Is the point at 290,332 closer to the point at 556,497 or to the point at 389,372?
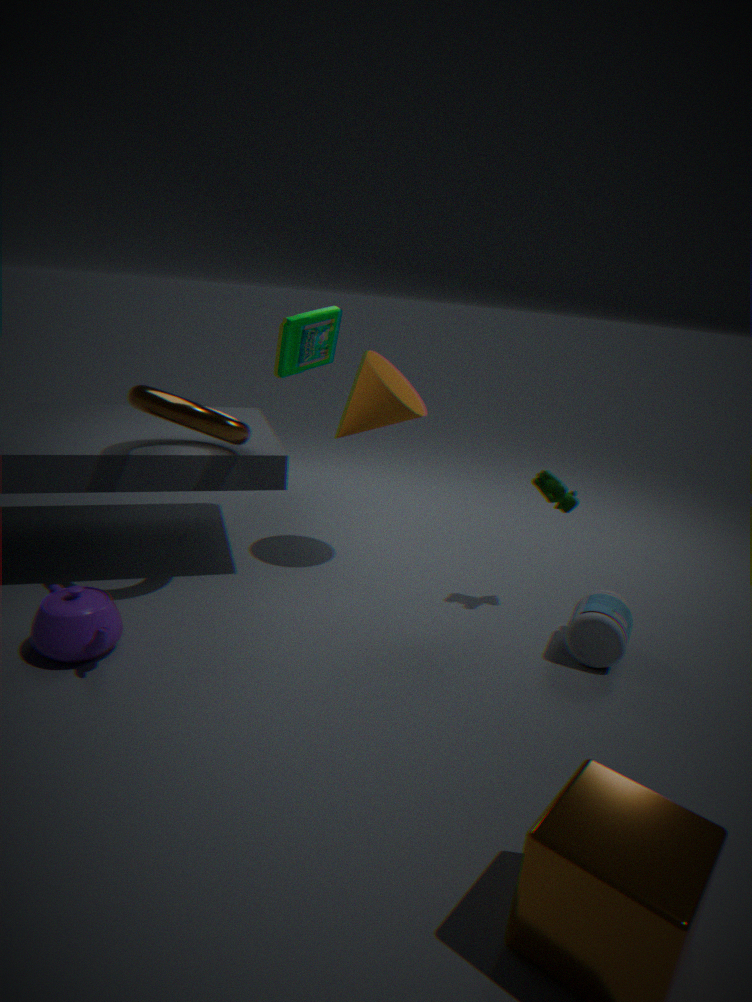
the point at 389,372
